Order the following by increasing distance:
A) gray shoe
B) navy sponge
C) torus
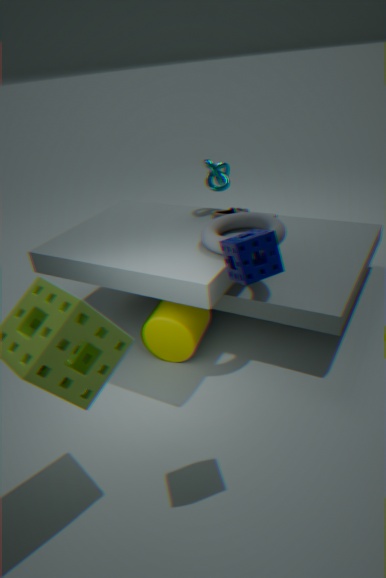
navy sponge < torus < gray shoe
